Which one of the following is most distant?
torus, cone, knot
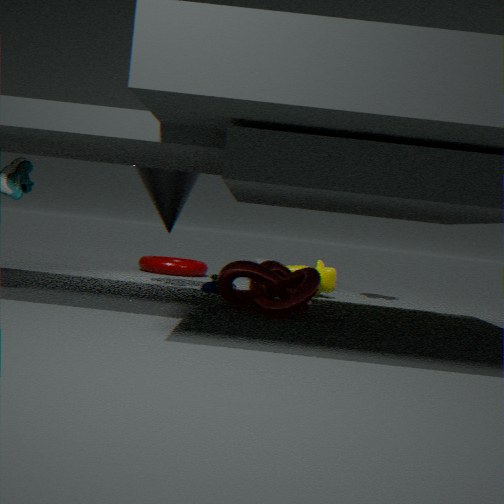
torus
